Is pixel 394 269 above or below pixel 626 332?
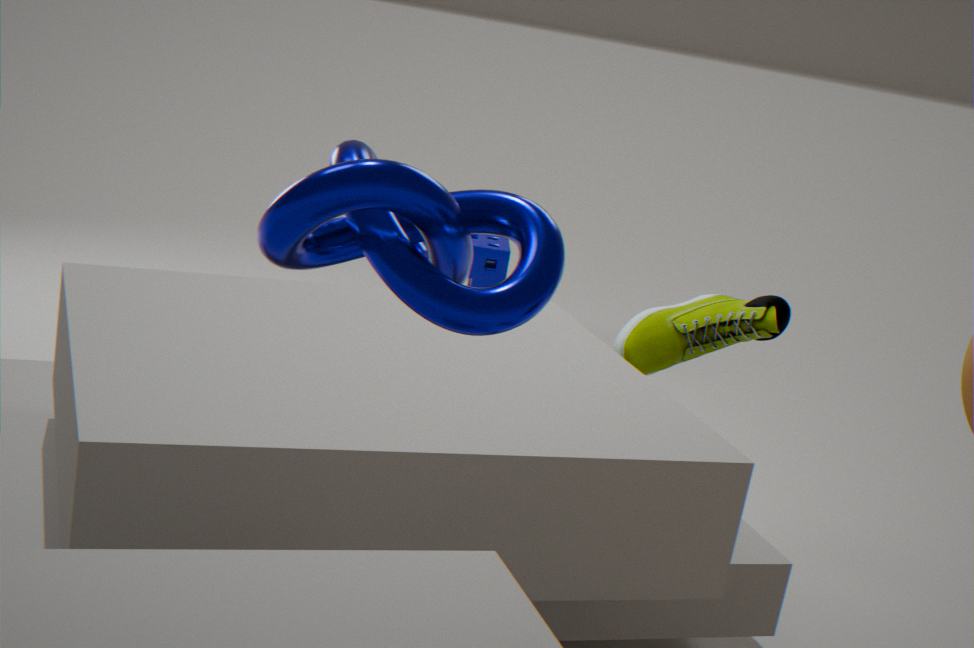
above
